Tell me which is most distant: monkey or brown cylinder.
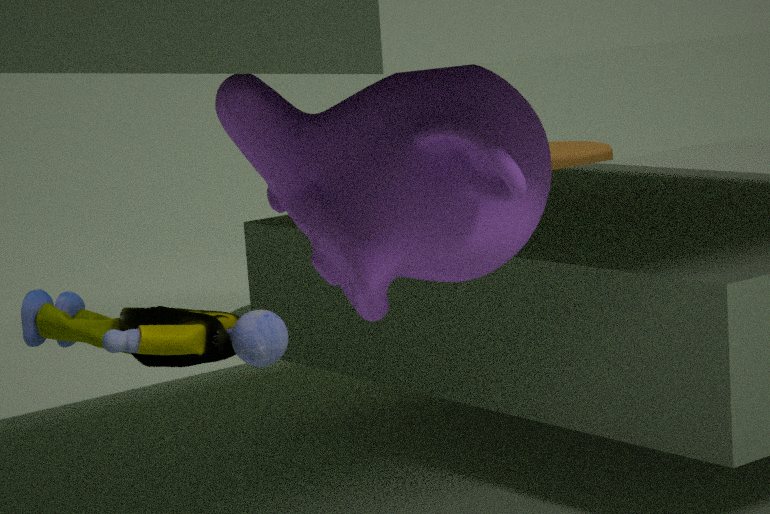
brown cylinder
